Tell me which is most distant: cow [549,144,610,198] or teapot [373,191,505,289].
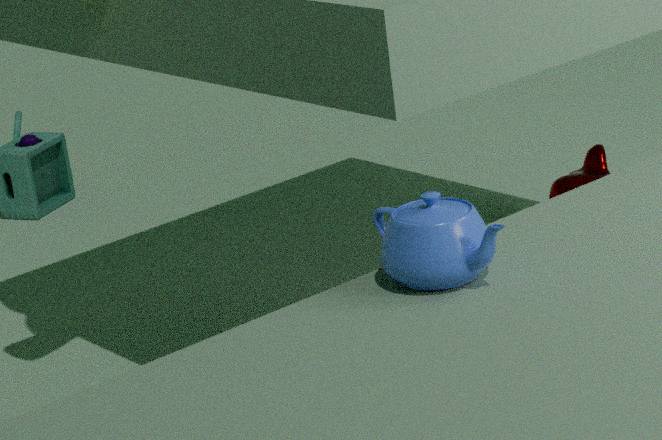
cow [549,144,610,198]
